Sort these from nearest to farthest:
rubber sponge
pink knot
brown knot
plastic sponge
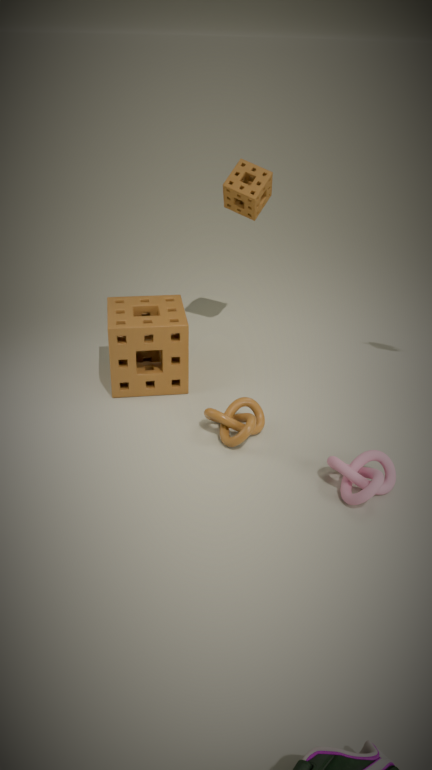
pink knot, brown knot, plastic sponge, rubber sponge
